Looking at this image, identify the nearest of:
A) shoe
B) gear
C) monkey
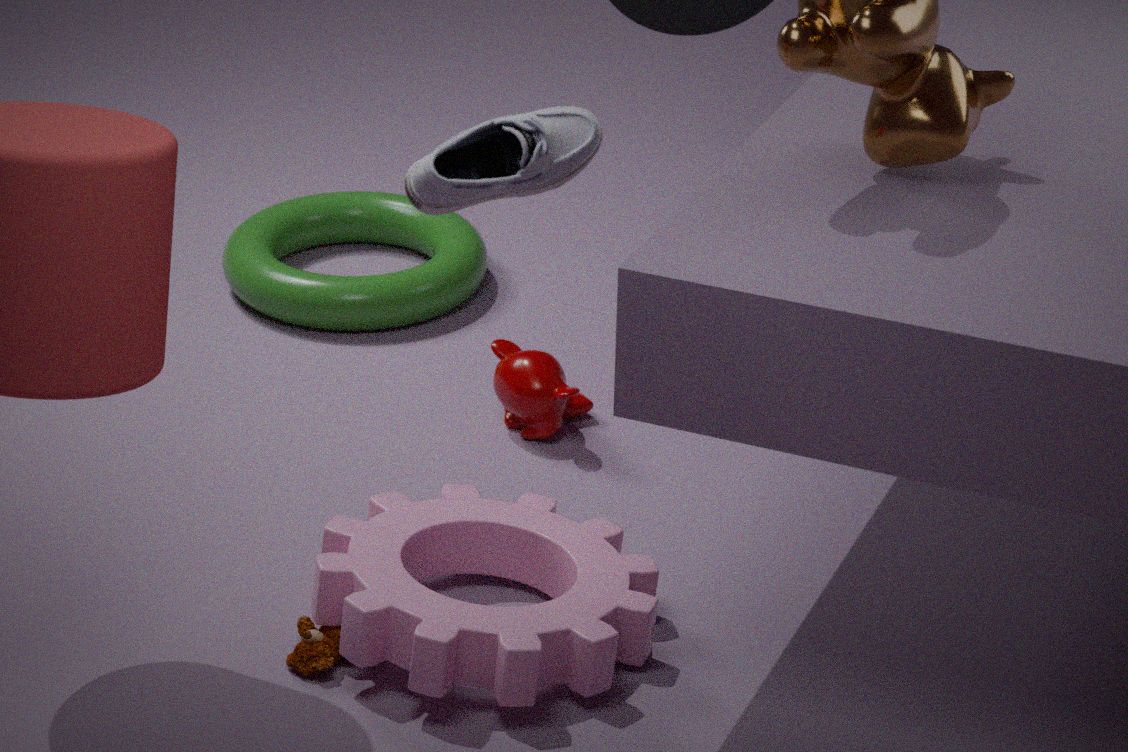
shoe
